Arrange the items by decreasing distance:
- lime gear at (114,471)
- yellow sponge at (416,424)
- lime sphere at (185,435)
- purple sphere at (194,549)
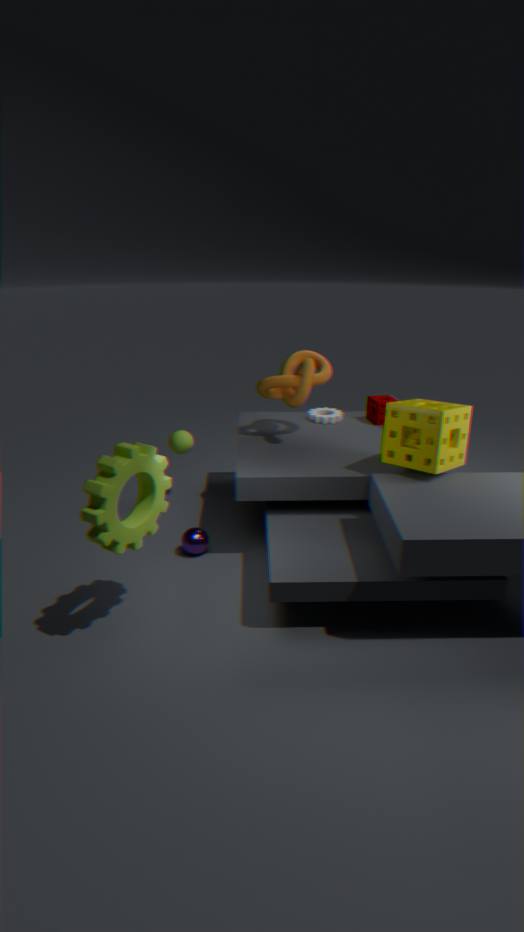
lime sphere at (185,435) → purple sphere at (194,549) → yellow sponge at (416,424) → lime gear at (114,471)
